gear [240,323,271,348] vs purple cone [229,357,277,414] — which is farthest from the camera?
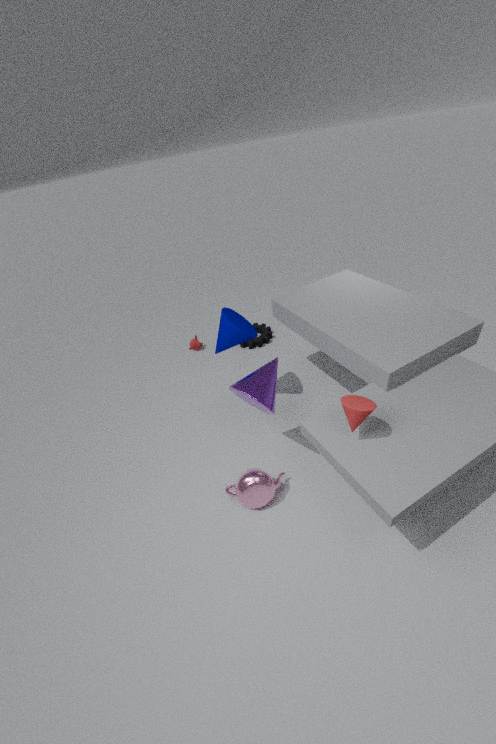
gear [240,323,271,348]
